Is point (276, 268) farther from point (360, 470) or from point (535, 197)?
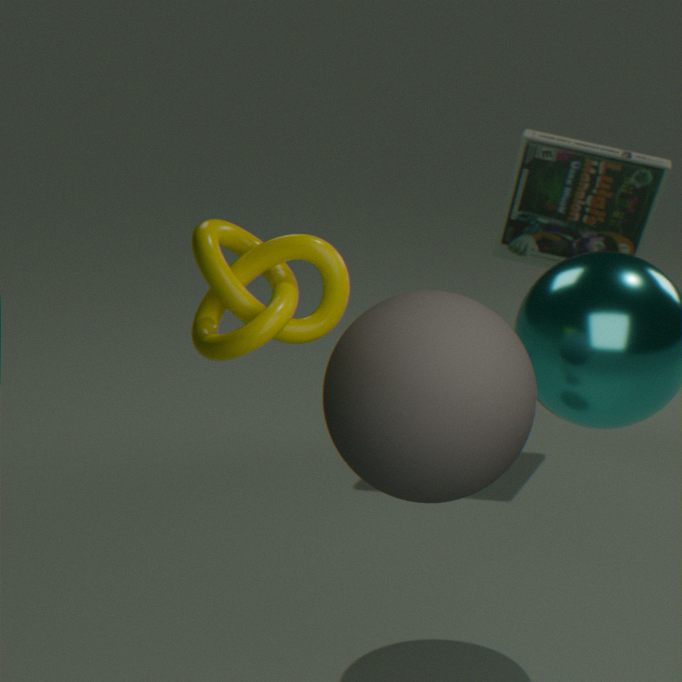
point (535, 197)
